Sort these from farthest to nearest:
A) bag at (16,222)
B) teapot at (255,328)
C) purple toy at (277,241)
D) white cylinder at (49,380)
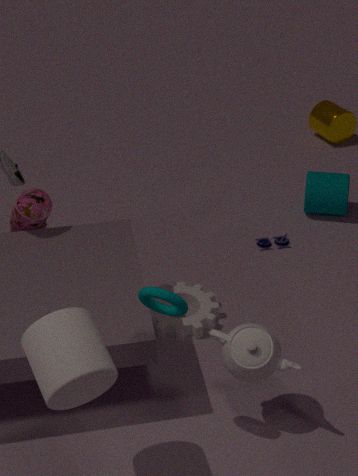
purple toy at (277,241) < bag at (16,222) < teapot at (255,328) < white cylinder at (49,380)
